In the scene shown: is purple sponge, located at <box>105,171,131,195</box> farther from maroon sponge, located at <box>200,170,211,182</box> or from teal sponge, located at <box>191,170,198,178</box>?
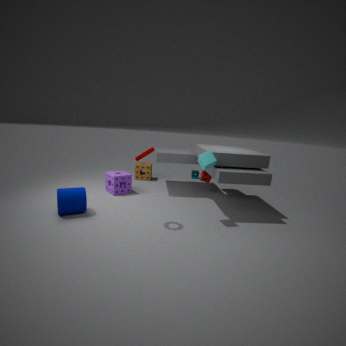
teal sponge, located at <box>191,170,198,178</box>
